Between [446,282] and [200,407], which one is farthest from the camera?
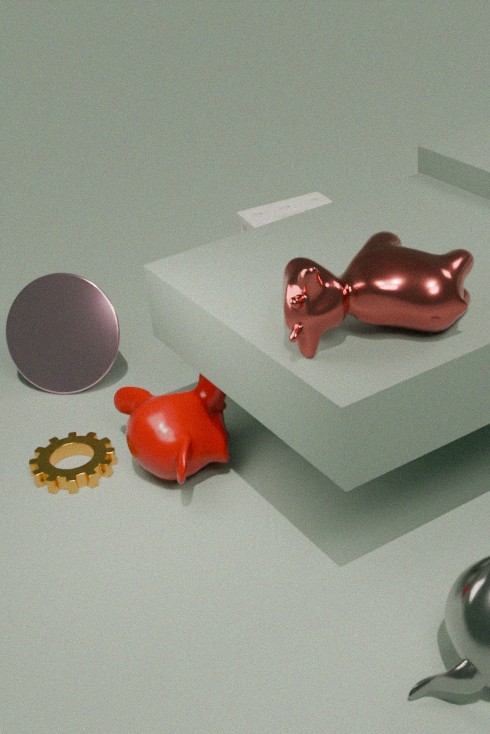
[200,407]
